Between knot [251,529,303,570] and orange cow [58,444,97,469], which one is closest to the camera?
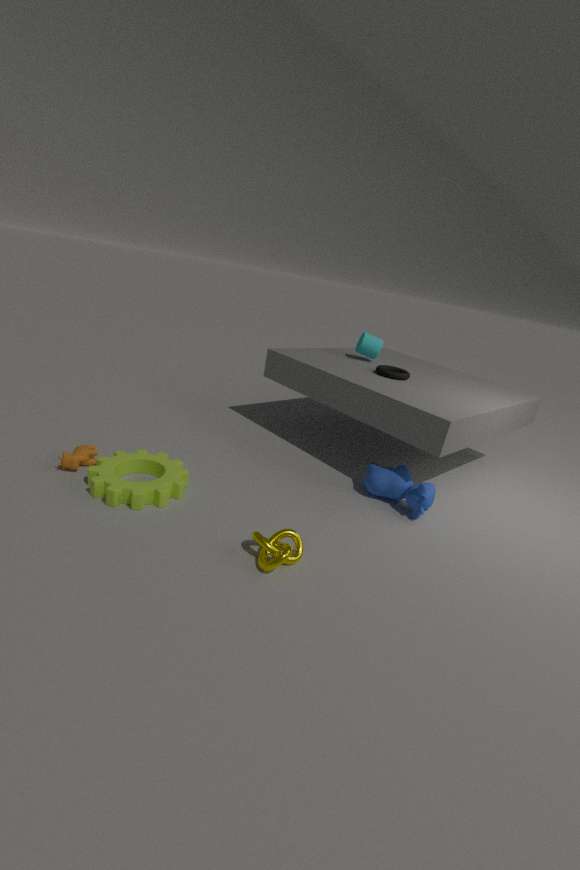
knot [251,529,303,570]
